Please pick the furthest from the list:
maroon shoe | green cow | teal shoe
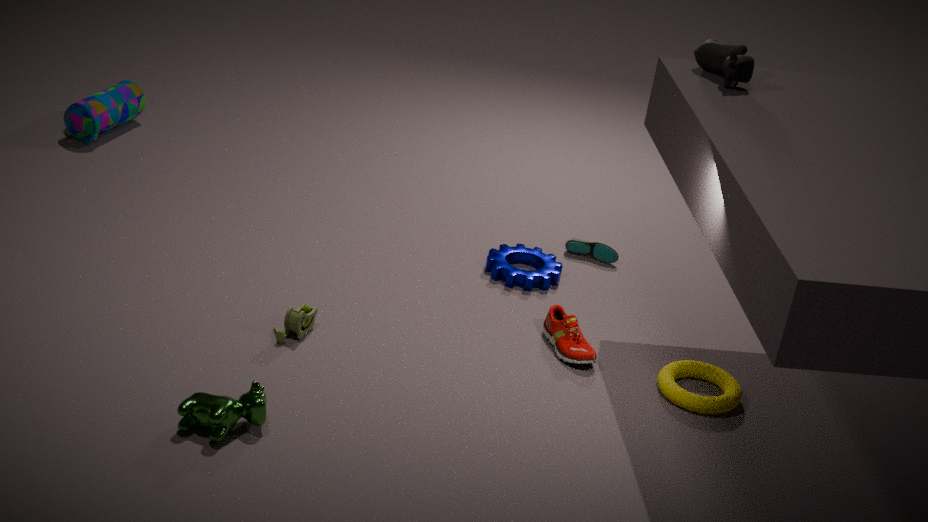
teal shoe
